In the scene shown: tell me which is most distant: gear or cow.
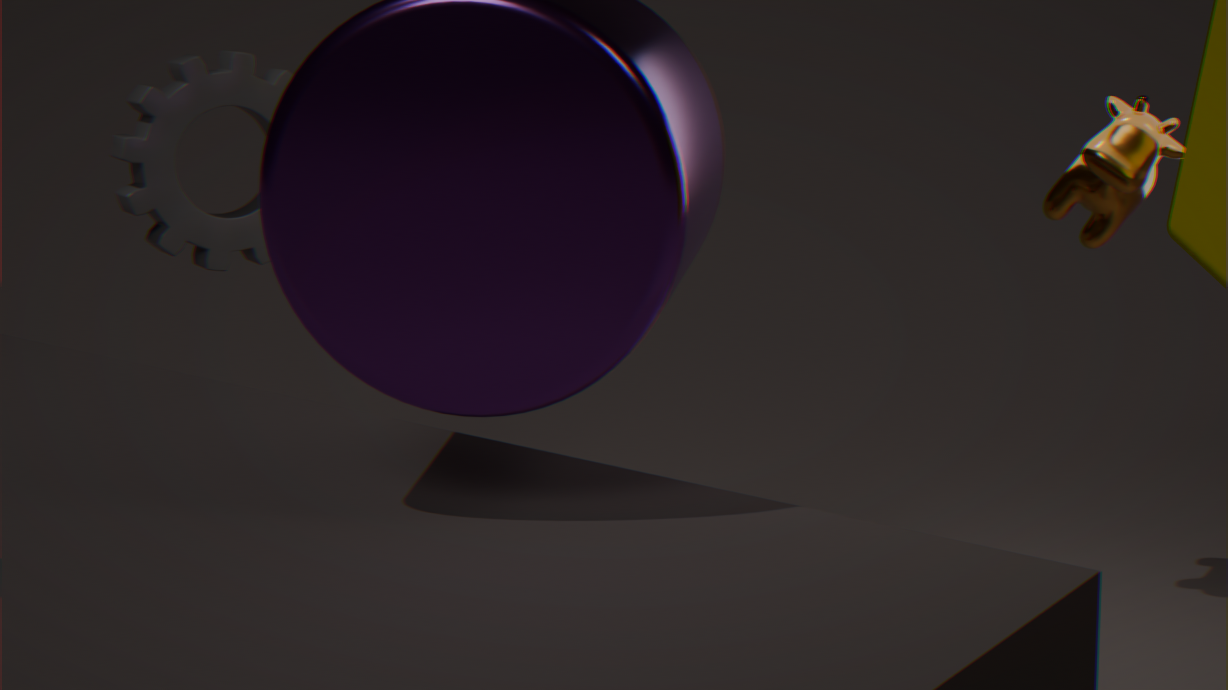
cow
